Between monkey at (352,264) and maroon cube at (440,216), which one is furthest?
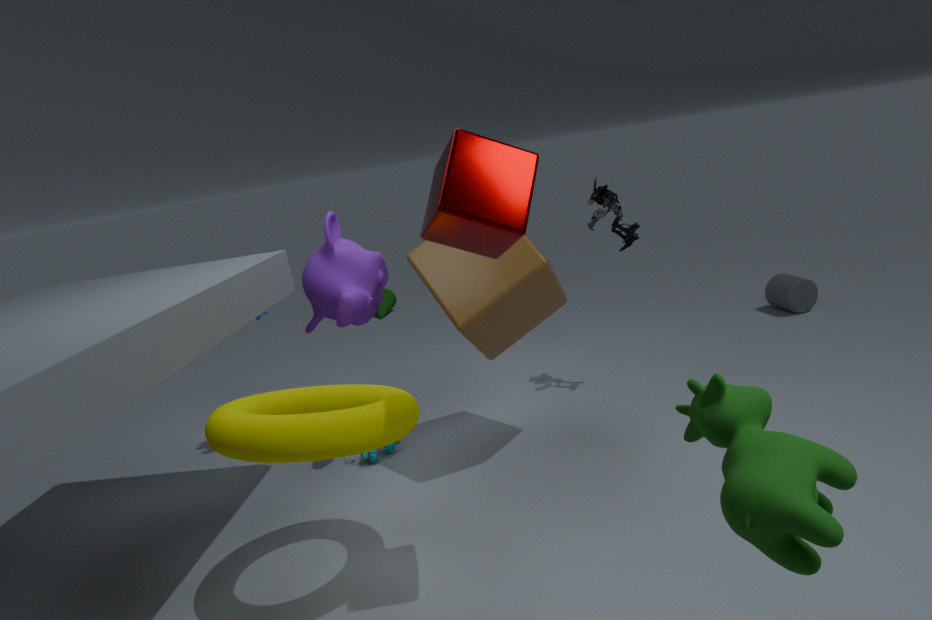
monkey at (352,264)
